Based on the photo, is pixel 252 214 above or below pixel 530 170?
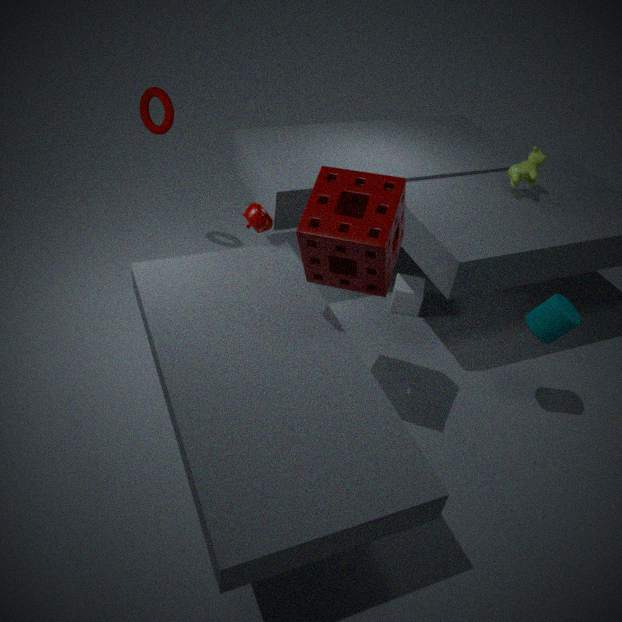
below
